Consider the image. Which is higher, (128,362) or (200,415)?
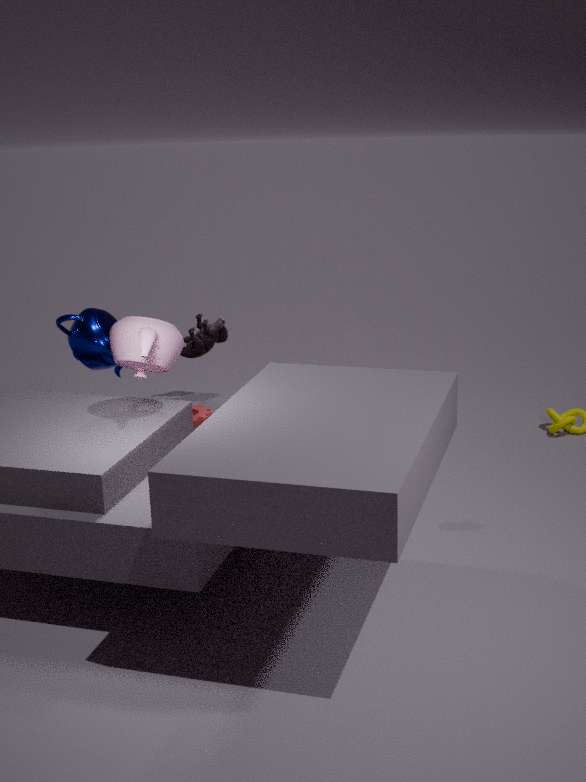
(128,362)
